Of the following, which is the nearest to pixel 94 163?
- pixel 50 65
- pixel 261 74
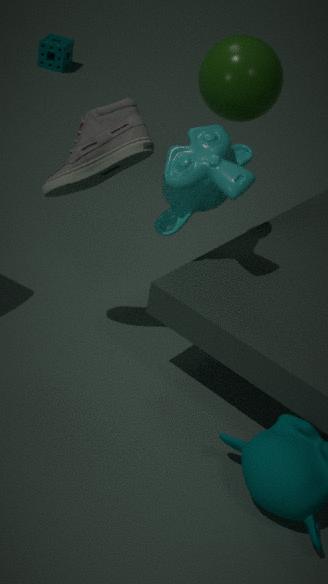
pixel 261 74
